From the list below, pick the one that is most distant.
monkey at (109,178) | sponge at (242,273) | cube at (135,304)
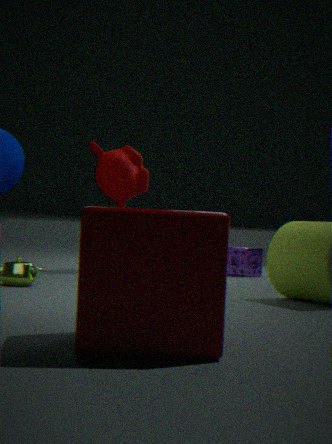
sponge at (242,273)
